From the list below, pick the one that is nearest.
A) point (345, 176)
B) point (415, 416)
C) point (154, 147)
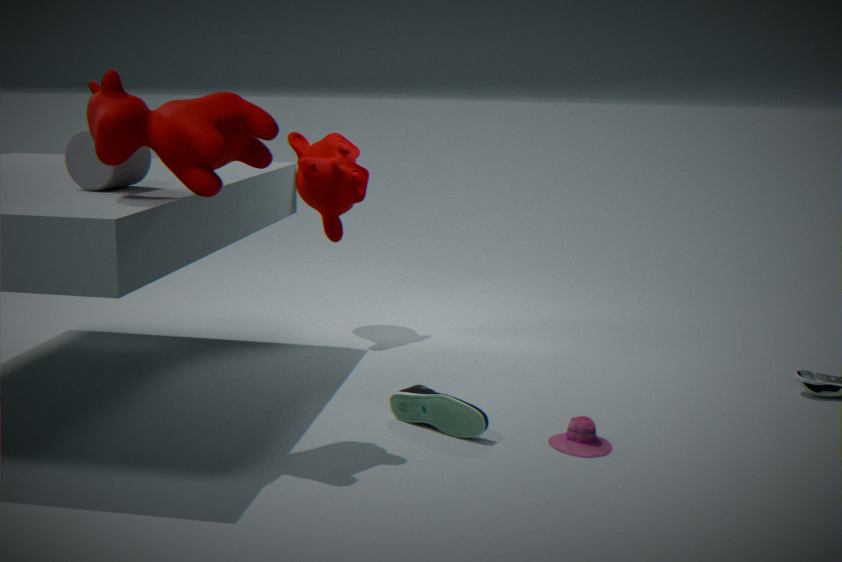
point (154, 147)
